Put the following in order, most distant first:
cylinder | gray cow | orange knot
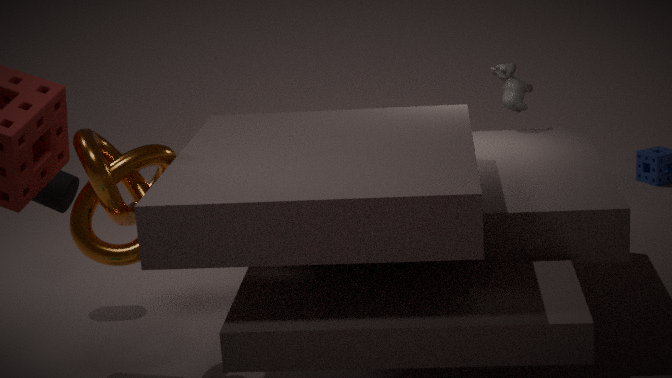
1. gray cow
2. cylinder
3. orange knot
